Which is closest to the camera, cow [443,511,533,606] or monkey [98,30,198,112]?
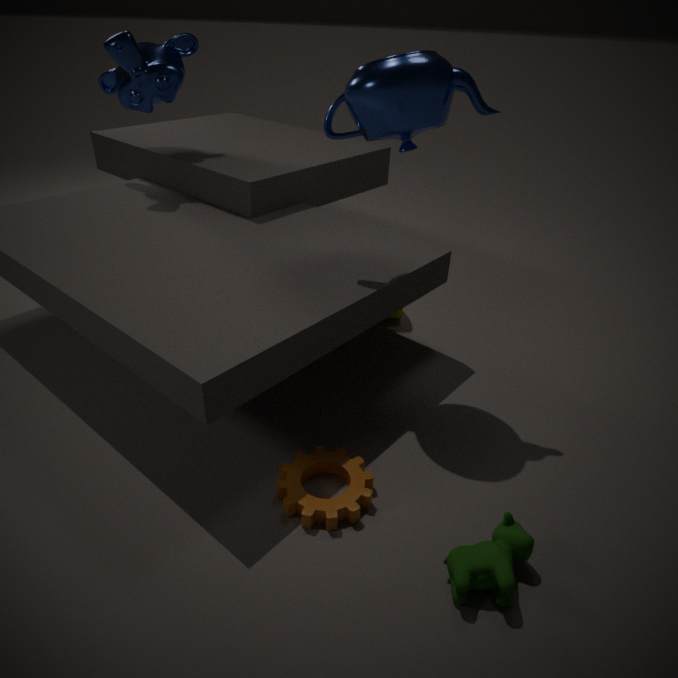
cow [443,511,533,606]
